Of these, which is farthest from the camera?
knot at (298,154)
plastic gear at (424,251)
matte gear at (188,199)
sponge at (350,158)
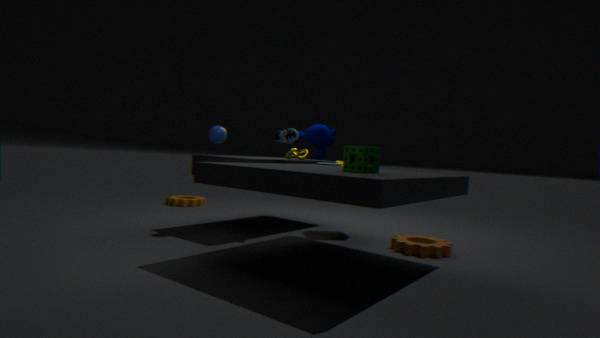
matte gear at (188,199)
